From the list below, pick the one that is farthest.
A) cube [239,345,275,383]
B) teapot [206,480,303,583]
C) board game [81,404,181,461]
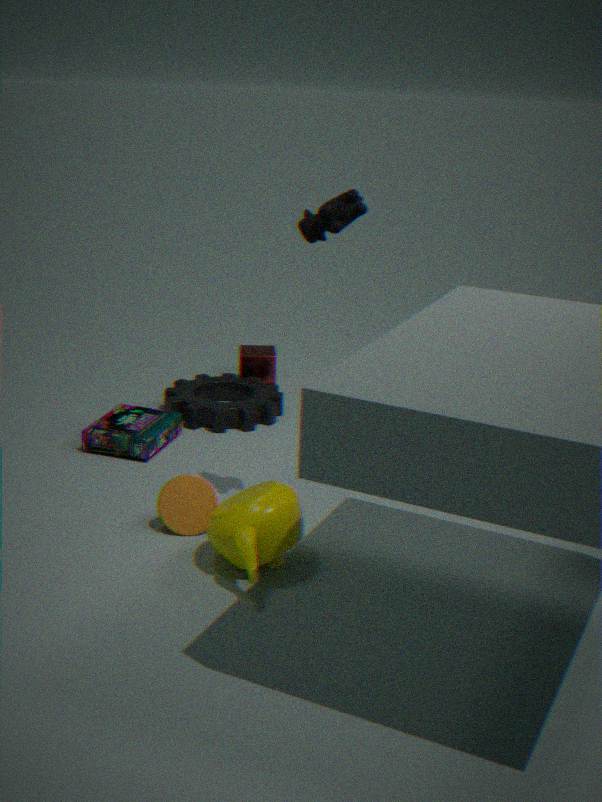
cube [239,345,275,383]
